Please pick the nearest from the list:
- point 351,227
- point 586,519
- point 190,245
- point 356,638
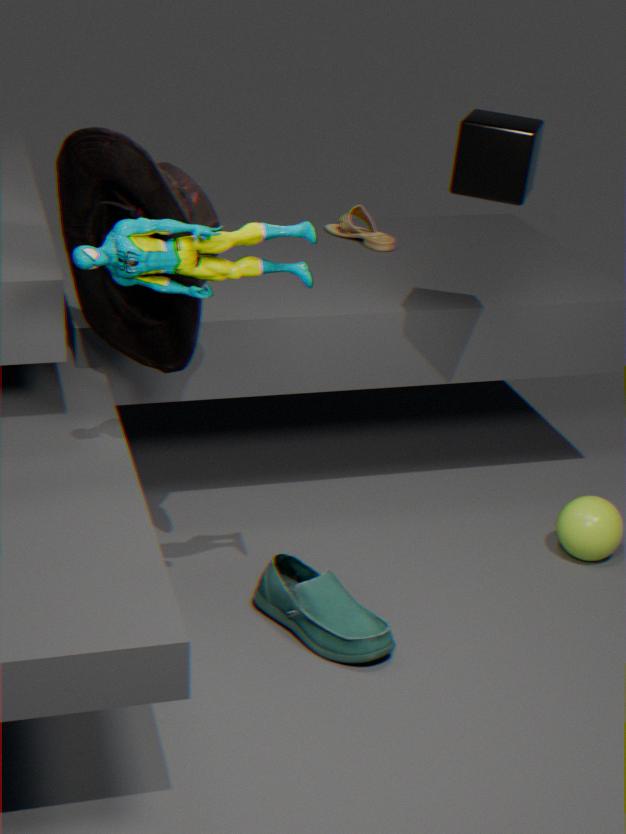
point 190,245
